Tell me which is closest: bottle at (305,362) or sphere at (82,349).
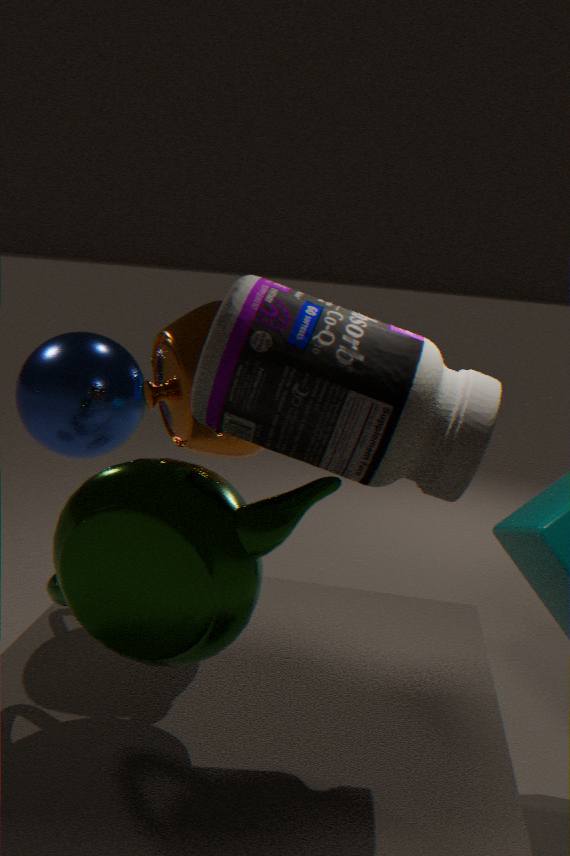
bottle at (305,362)
